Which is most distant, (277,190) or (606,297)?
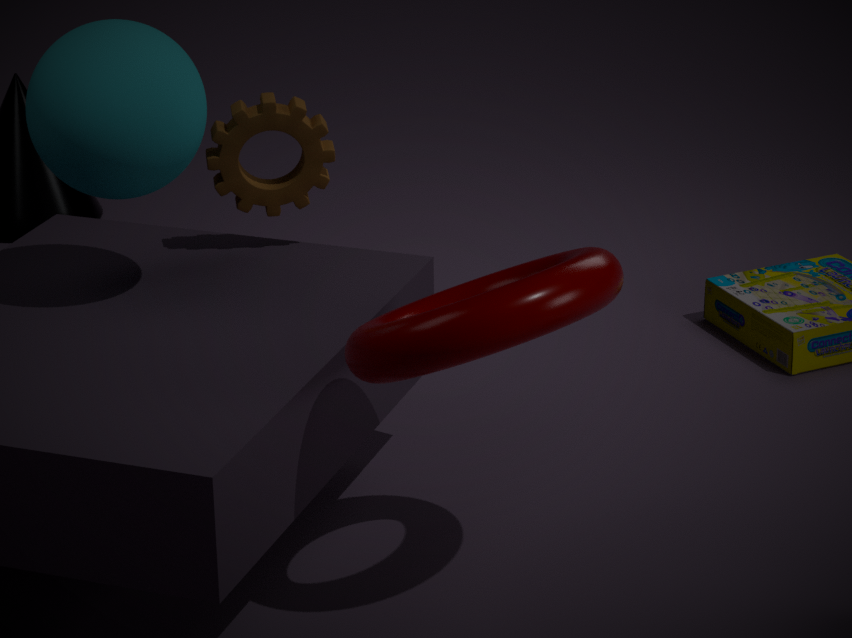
(277,190)
